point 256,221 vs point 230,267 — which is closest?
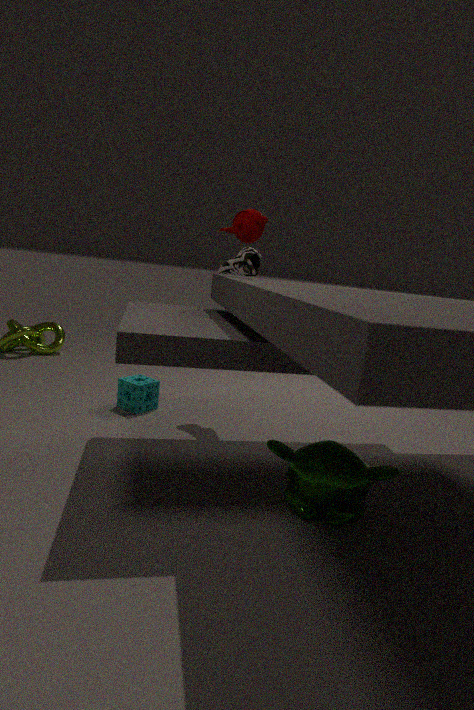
point 256,221
